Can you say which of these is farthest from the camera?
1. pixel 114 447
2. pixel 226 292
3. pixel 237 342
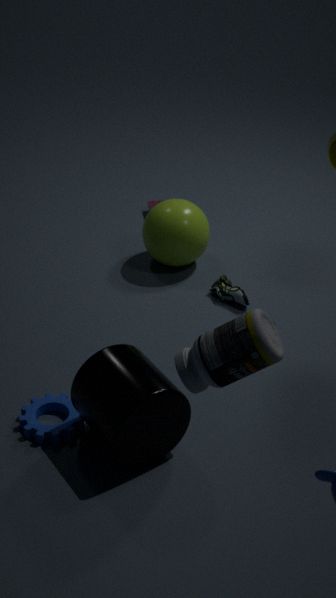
pixel 226 292
